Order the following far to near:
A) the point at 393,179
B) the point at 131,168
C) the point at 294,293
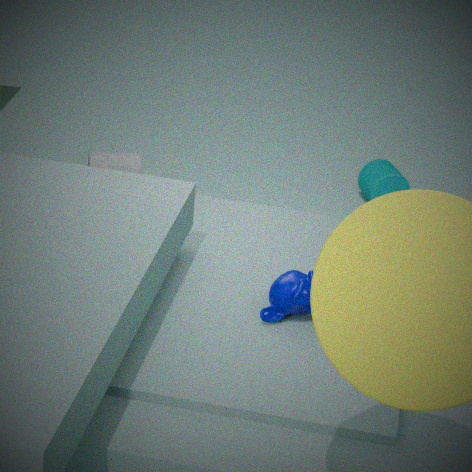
the point at 393,179 < the point at 131,168 < the point at 294,293
